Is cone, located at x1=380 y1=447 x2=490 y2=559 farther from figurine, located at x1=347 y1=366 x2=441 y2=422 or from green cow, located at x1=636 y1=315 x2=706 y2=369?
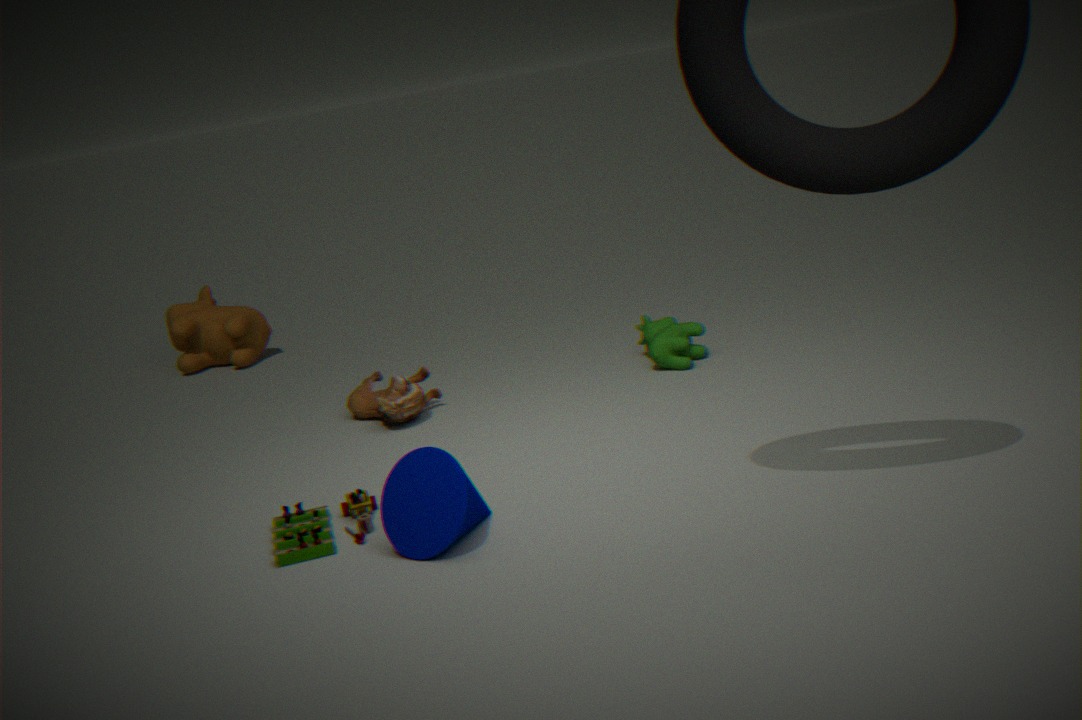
green cow, located at x1=636 y1=315 x2=706 y2=369
